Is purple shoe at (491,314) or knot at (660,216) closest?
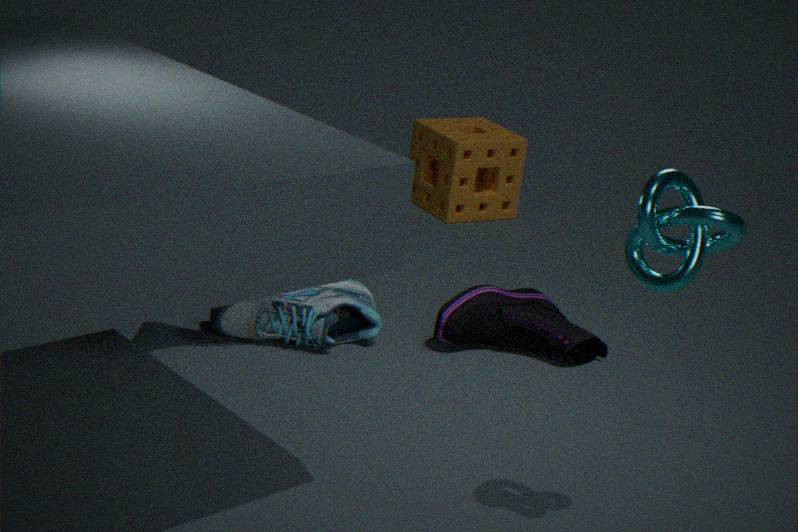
knot at (660,216)
